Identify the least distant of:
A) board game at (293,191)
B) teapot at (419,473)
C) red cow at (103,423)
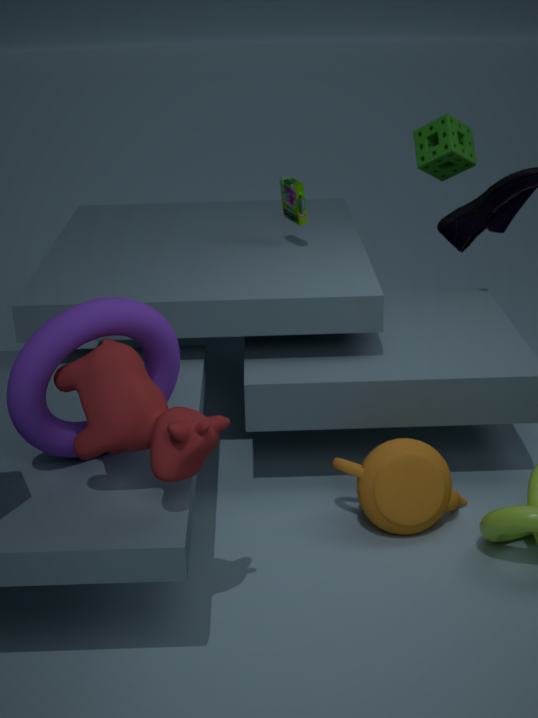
red cow at (103,423)
